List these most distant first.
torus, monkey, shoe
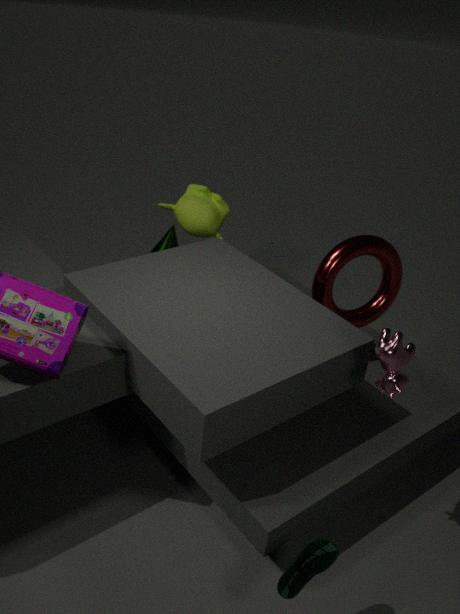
1. monkey
2. torus
3. shoe
